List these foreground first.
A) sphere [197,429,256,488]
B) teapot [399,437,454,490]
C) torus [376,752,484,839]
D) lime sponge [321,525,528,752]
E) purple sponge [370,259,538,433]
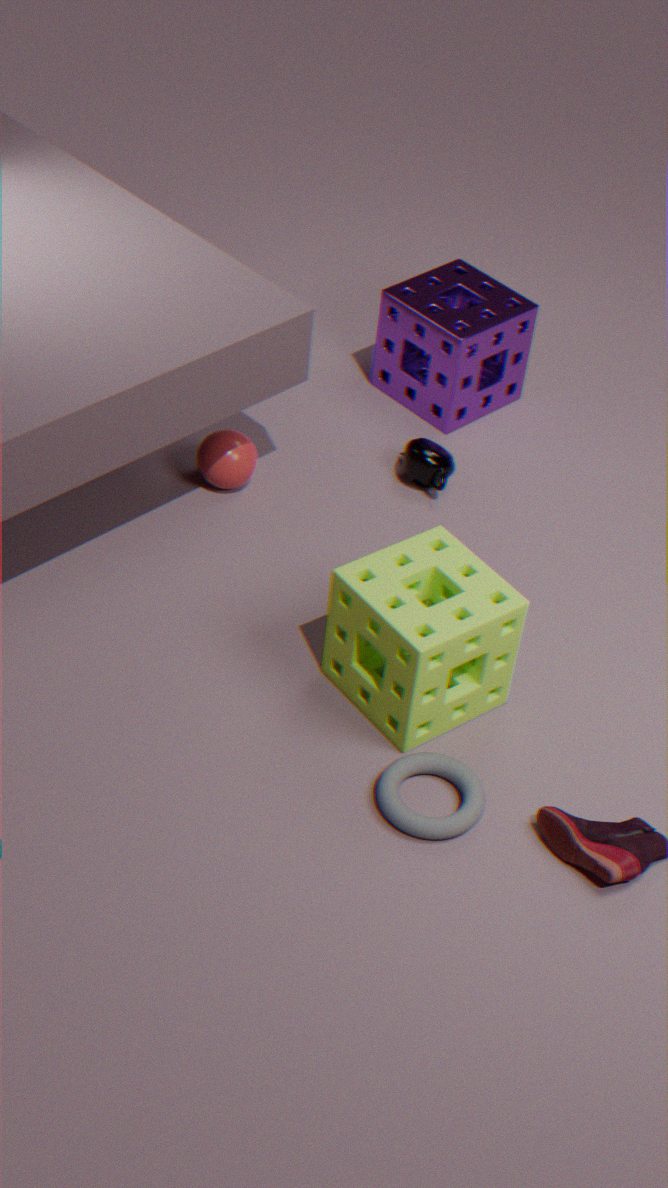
torus [376,752,484,839]
lime sponge [321,525,528,752]
sphere [197,429,256,488]
teapot [399,437,454,490]
purple sponge [370,259,538,433]
